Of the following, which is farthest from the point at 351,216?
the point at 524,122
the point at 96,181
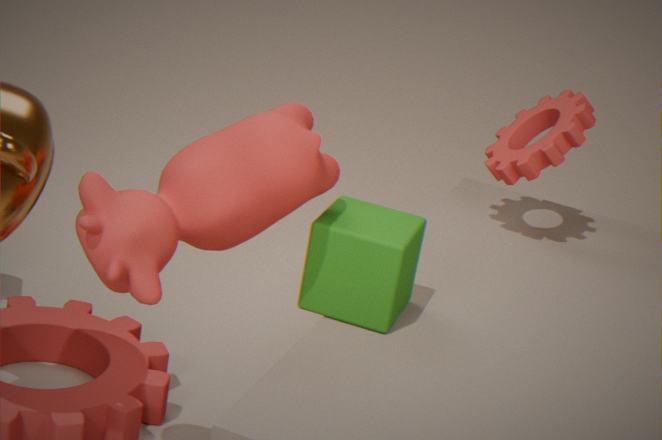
the point at 524,122
